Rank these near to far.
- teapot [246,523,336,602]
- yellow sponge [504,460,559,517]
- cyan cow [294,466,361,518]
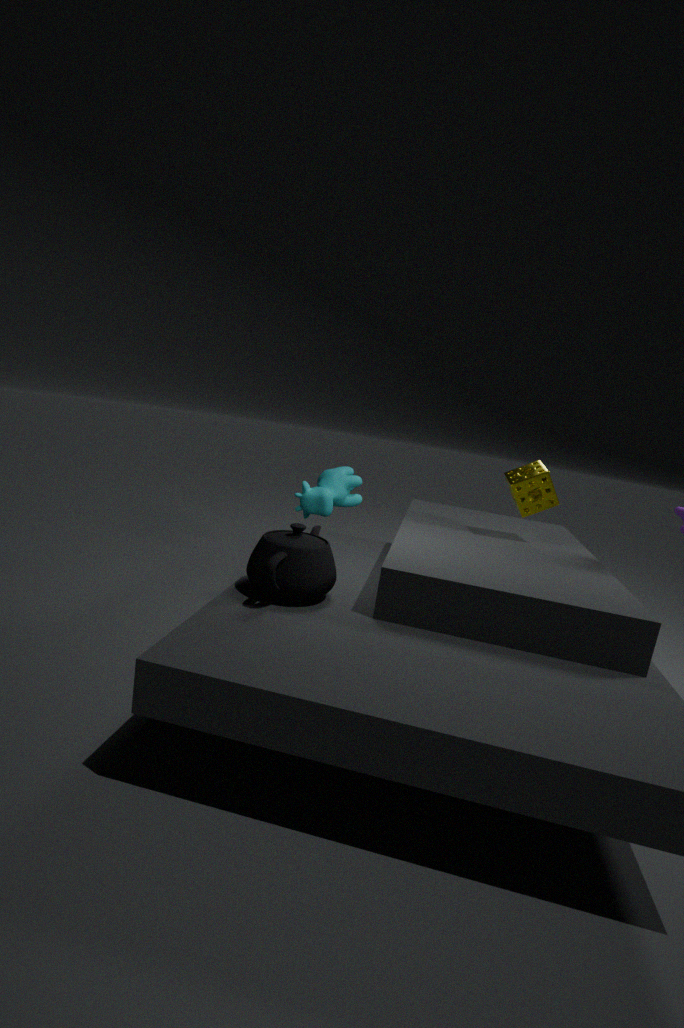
teapot [246,523,336,602] → yellow sponge [504,460,559,517] → cyan cow [294,466,361,518]
